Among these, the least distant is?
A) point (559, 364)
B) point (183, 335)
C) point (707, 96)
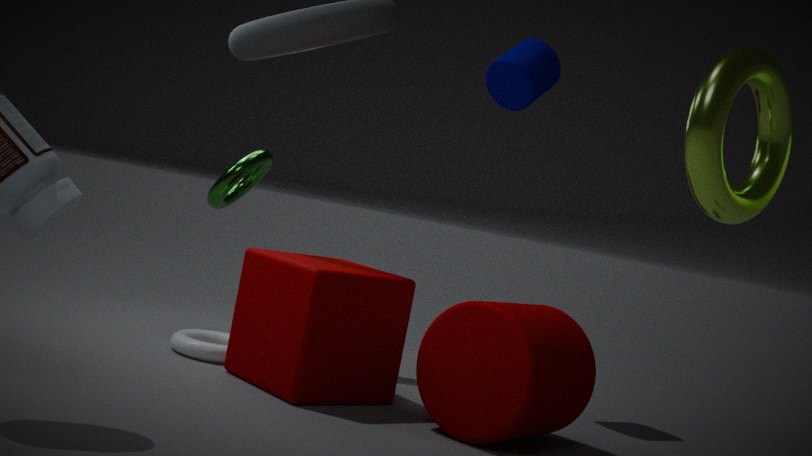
point (707, 96)
